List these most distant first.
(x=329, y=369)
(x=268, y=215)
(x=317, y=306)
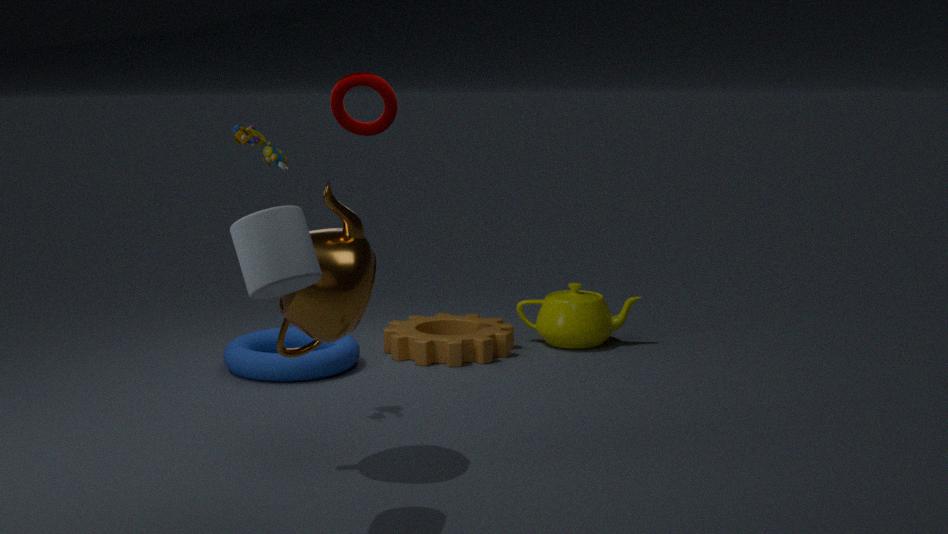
(x=329, y=369)
(x=317, y=306)
(x=268, y=215)
